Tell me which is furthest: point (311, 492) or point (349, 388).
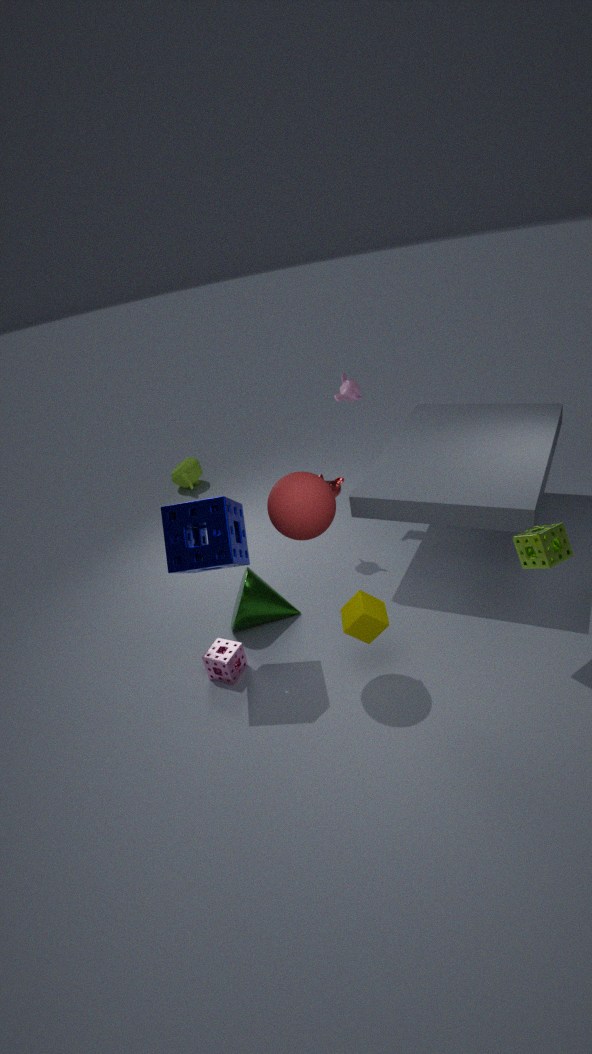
point (349, 388)
